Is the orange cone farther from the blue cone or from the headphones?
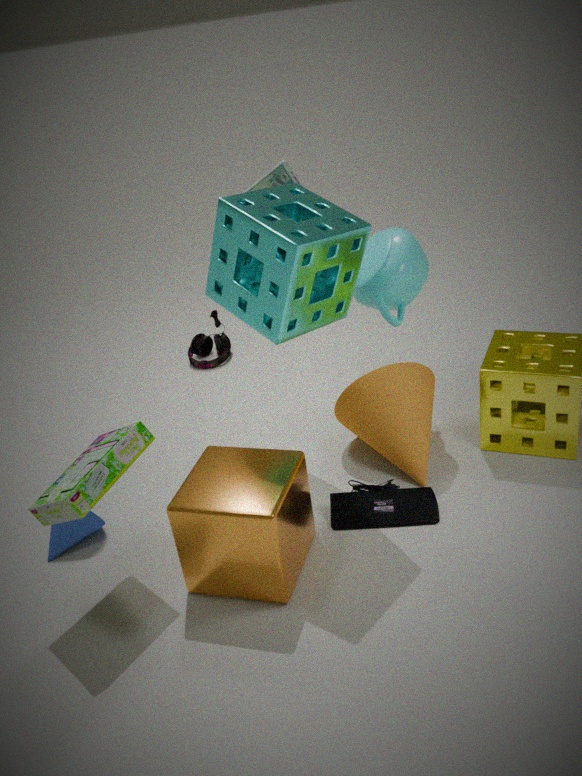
the headphones
